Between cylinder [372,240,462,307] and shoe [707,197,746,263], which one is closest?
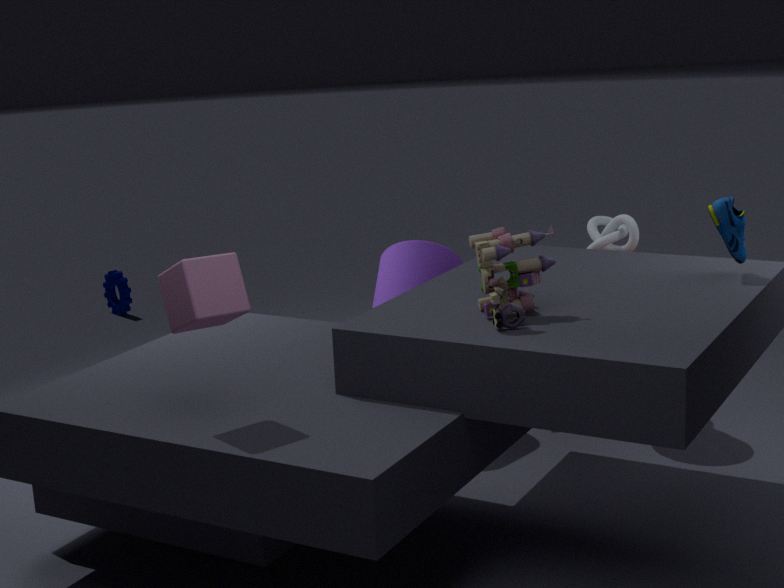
shoe [707,197,746,263]
